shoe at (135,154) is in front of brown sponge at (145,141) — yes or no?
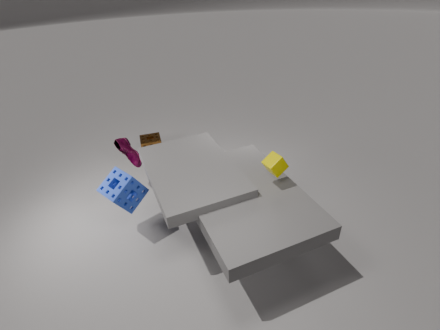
Yes
